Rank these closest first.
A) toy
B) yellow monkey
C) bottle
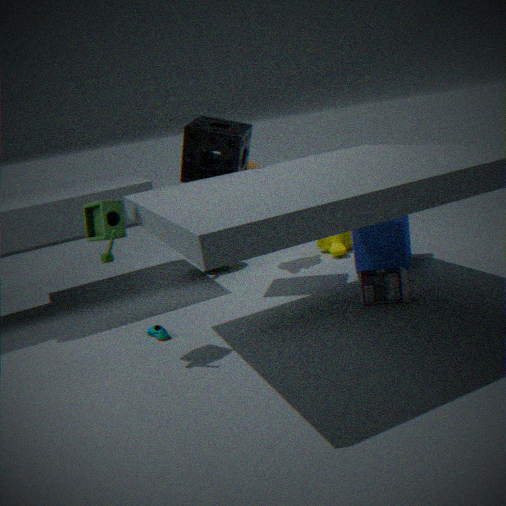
toy
bottle
yellow monkey
